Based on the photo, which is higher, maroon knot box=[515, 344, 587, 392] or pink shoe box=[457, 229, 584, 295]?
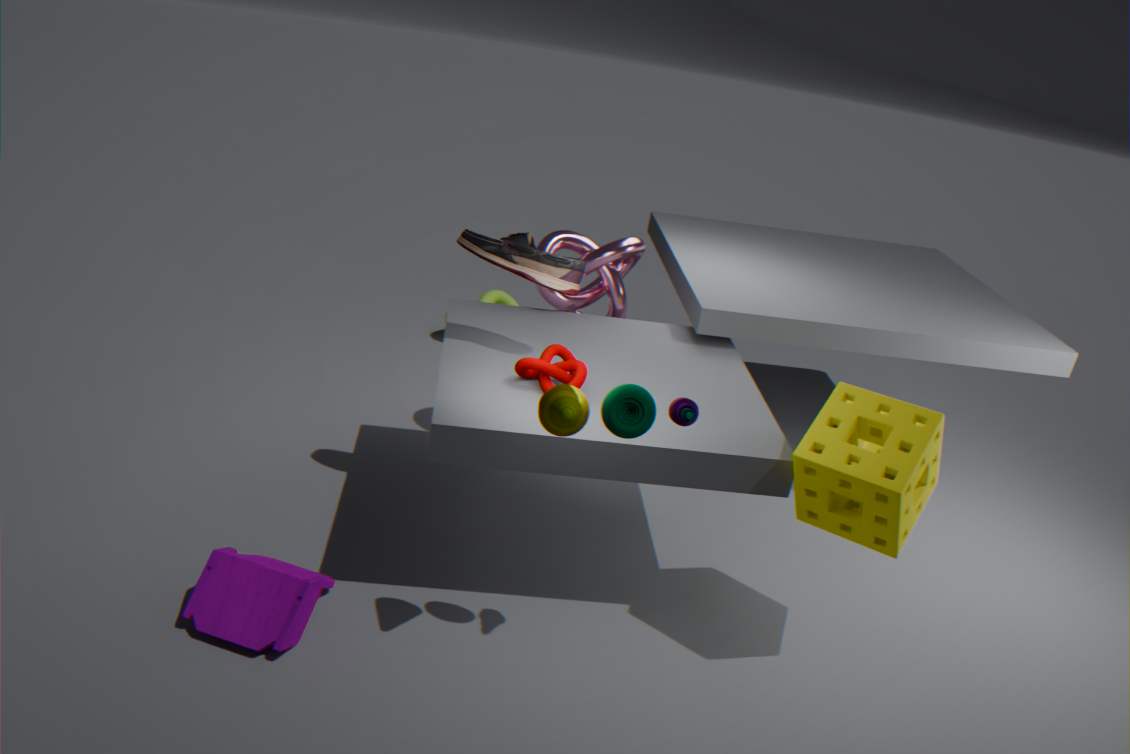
pink shoe box=[457, 229, 584, 295]
